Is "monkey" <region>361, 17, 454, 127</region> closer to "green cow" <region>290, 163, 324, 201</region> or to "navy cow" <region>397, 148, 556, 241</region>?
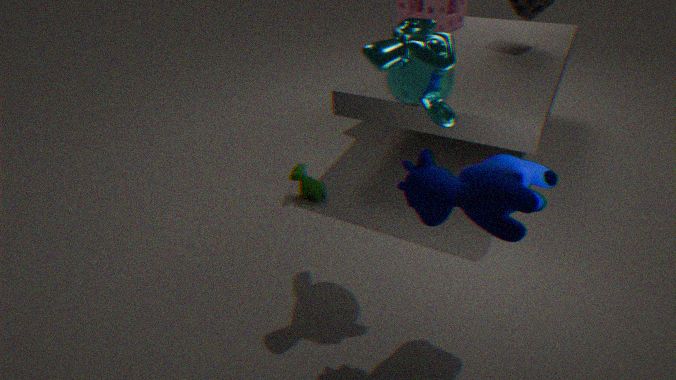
"navy cow" <region>397, 148, 556, 241</region>
